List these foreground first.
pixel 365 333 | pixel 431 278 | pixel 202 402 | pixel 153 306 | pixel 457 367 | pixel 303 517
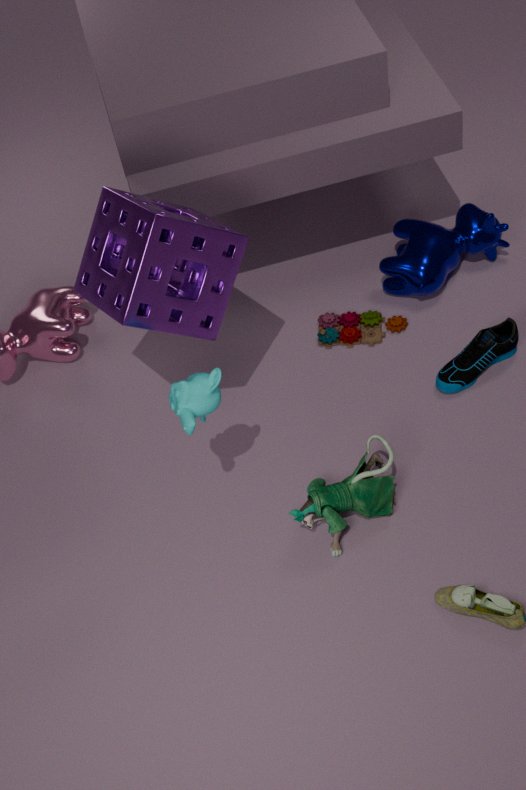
pixel 202 402 → pixel 153 306 → pixel 303 517 → pixel 457 367 → pixel 431 278 → pixel 365 333
